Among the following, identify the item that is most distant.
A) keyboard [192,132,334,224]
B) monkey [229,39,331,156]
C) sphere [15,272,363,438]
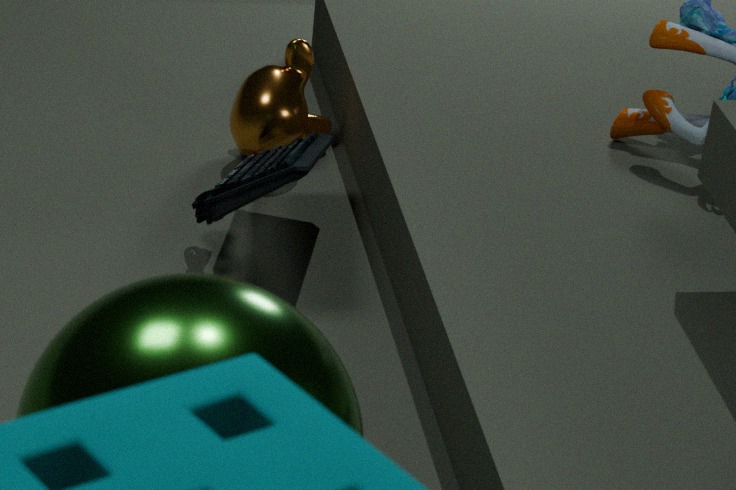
monkey [229,39,331,156]
